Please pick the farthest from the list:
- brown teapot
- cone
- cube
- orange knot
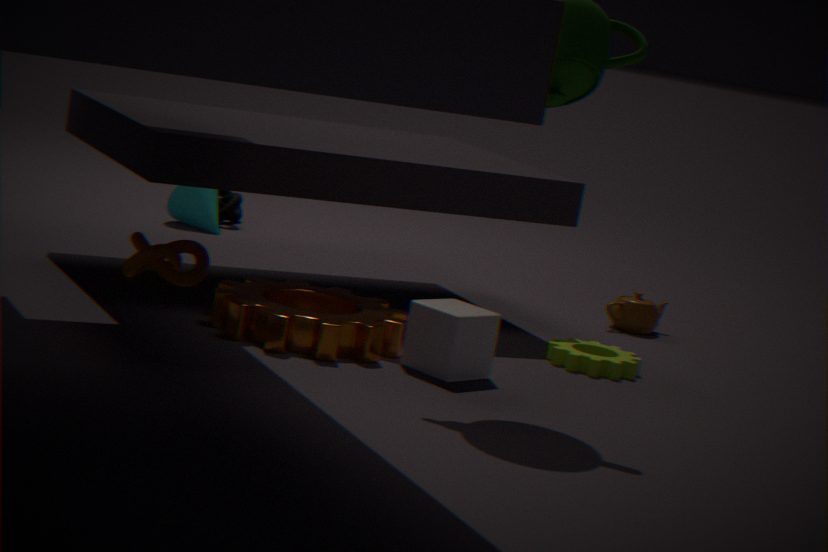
cone
